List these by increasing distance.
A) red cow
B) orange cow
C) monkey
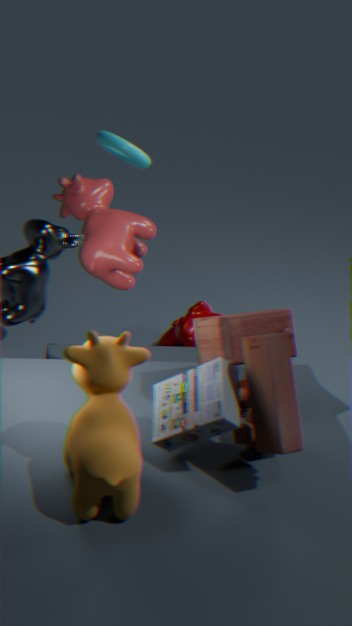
orange cow < red cow < monkey
